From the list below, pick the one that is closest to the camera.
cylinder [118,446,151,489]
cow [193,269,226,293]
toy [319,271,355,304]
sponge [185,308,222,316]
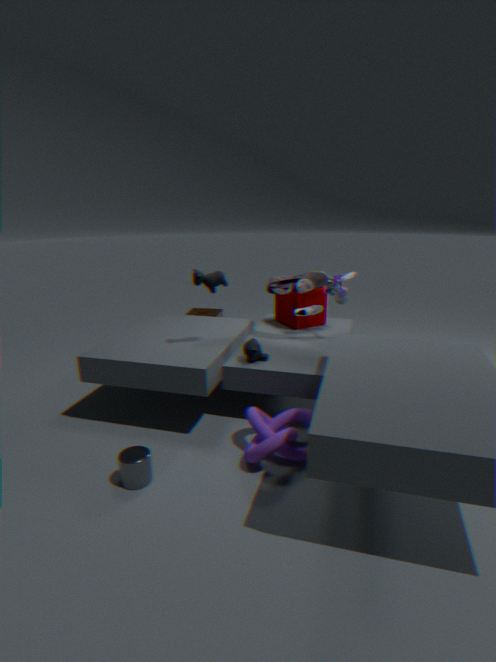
cylinder [118,446,151,489]
